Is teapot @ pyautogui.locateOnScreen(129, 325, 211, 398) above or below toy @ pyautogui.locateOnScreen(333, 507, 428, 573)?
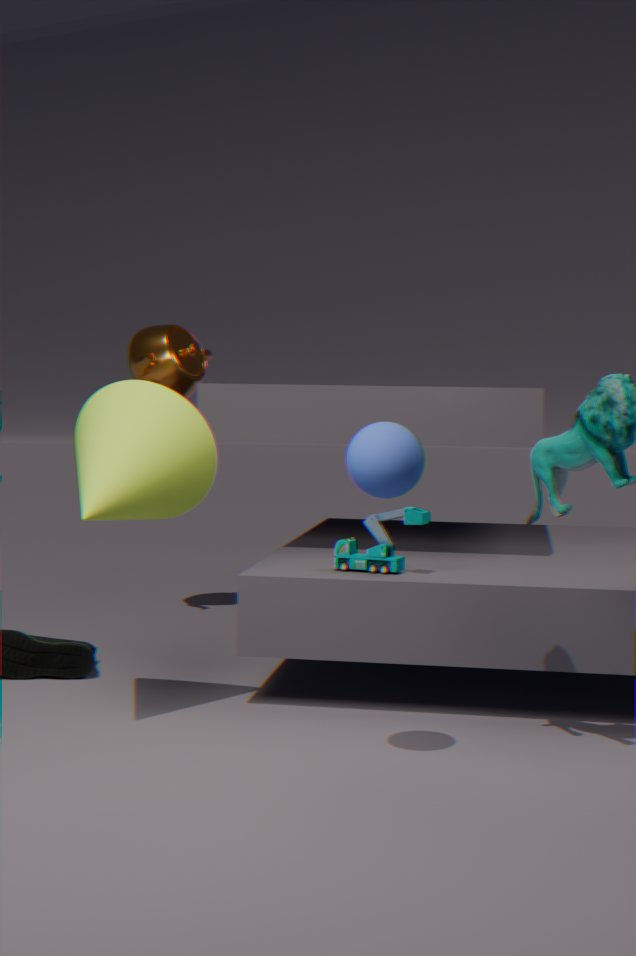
above
